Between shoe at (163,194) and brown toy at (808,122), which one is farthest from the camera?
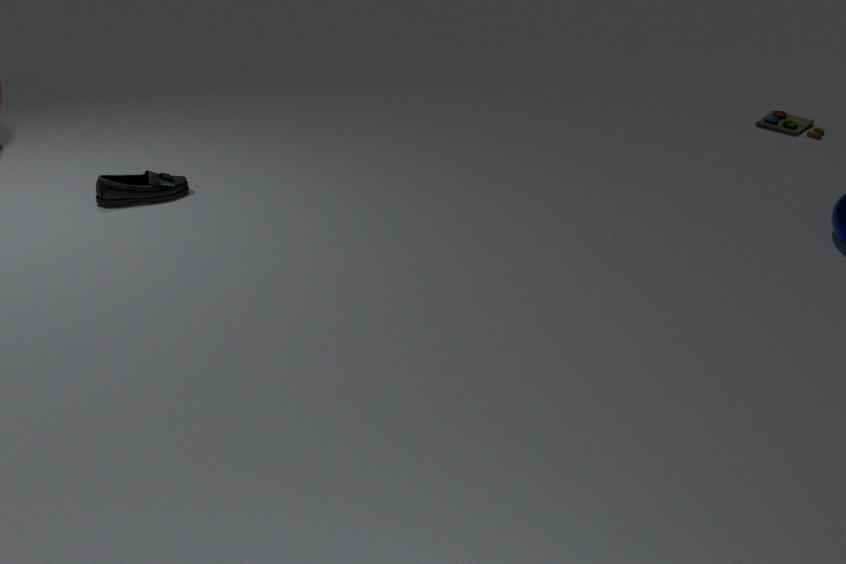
brown toy at (808,122)
